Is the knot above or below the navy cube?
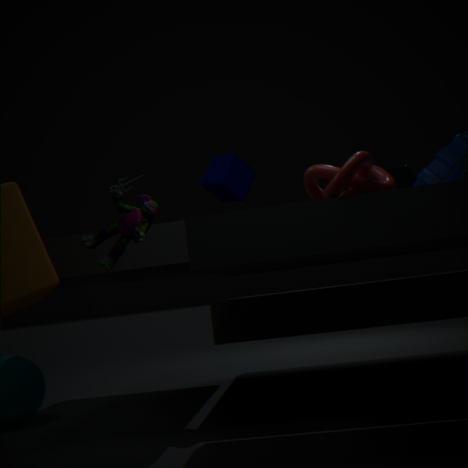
below
